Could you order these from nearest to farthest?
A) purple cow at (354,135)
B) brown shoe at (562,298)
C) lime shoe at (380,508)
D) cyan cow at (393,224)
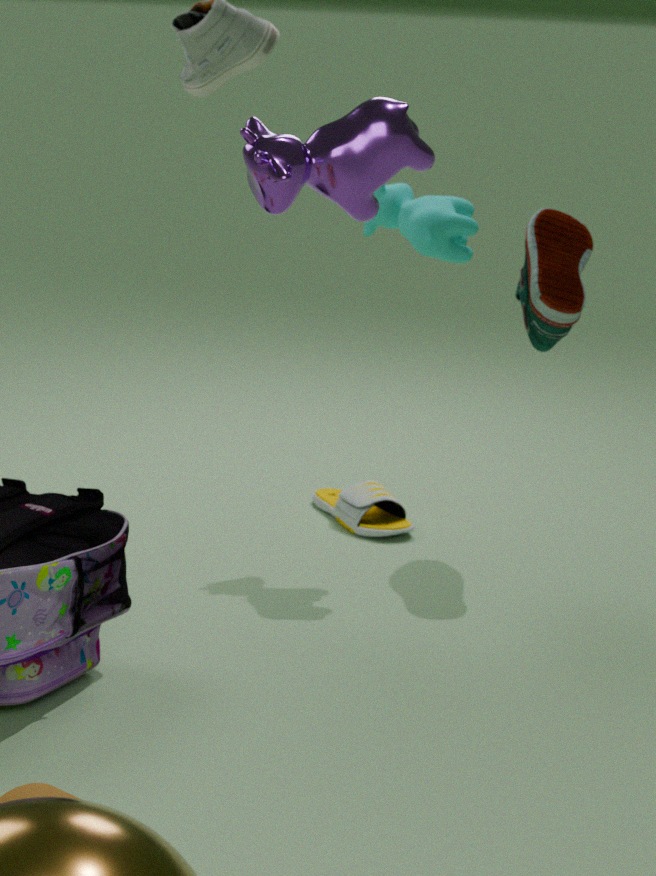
1. purple cow at (354,135)
2. cyan cow at (393,224)
3. brown shoe at (562,298)
4. lime shoe at (380,508)
